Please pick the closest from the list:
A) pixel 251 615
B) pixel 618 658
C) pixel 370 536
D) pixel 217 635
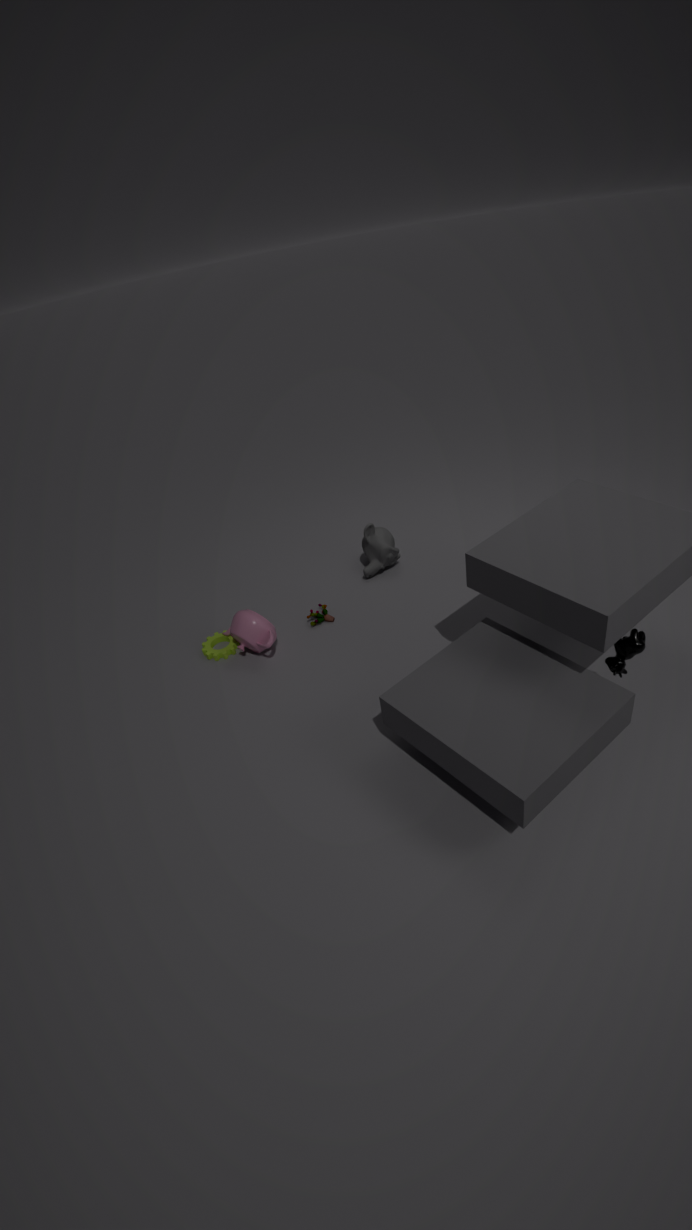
pixel 618 658
